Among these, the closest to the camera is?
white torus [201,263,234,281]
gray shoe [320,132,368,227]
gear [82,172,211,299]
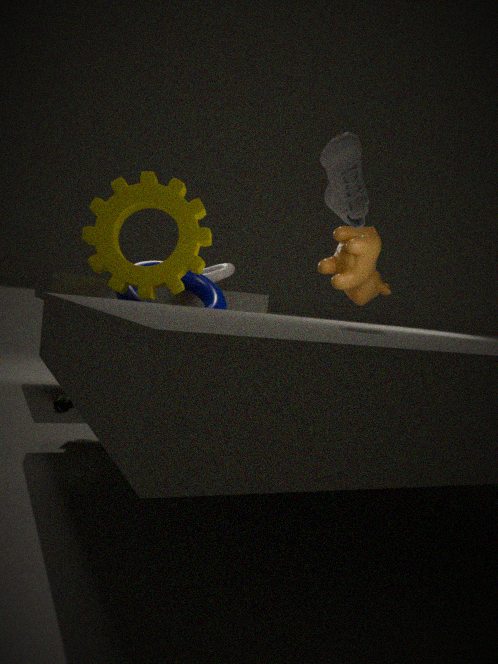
gray shoe [320,132,368,227]
